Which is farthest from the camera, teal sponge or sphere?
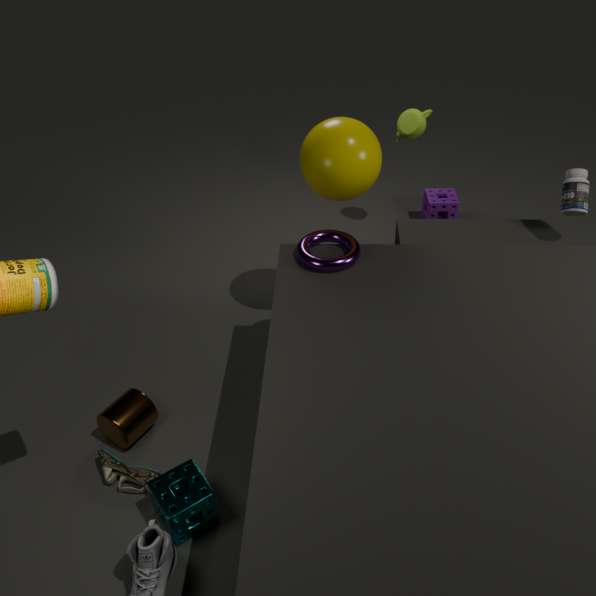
sphere
